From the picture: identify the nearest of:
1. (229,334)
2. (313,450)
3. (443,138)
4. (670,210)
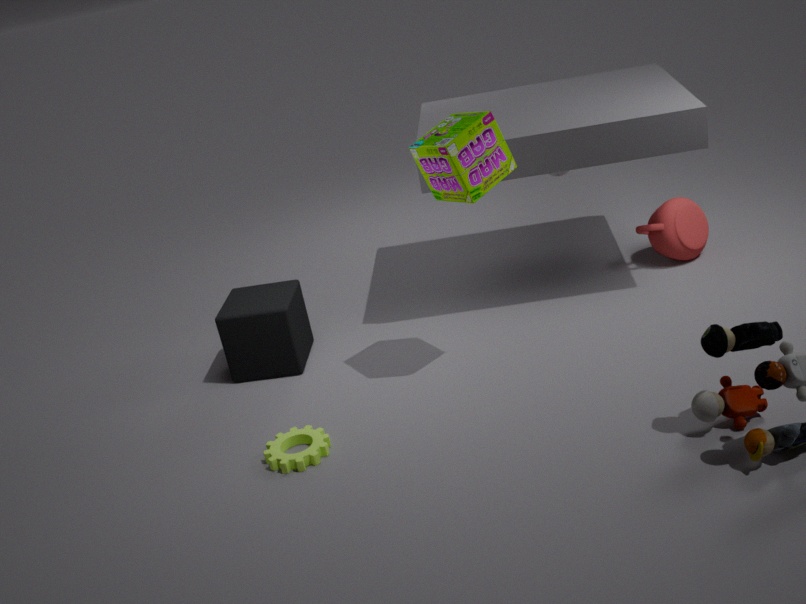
(443,138)
